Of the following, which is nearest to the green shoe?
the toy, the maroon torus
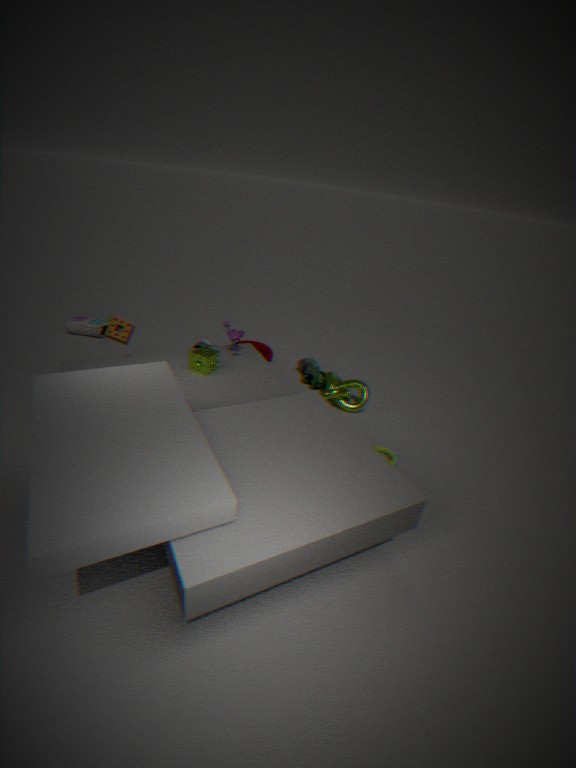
the maroon torus
